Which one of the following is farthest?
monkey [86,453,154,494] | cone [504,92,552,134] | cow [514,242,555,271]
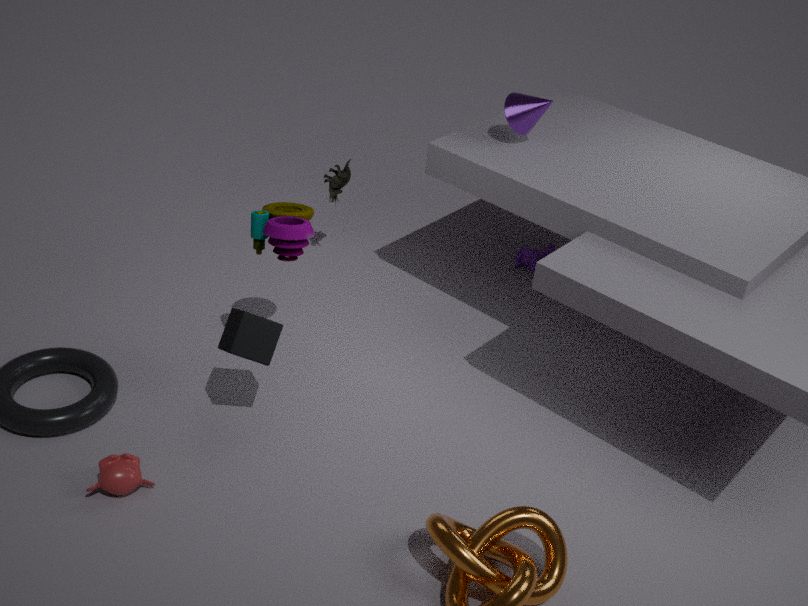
cow [514,242,555,271]
